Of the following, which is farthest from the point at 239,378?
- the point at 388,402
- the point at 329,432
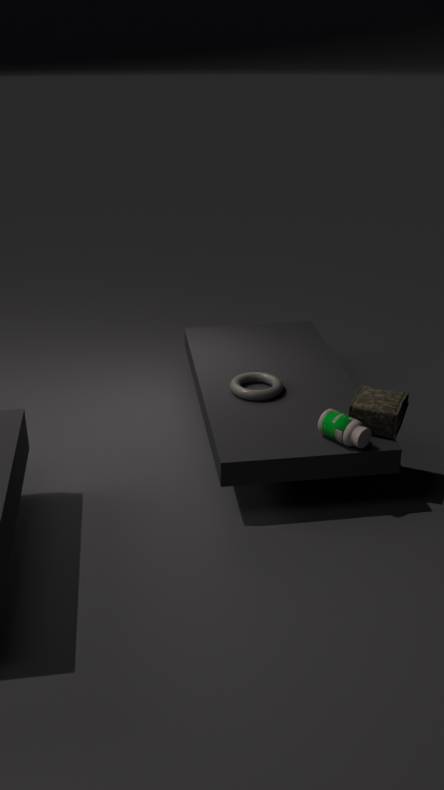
the point at 388,402
